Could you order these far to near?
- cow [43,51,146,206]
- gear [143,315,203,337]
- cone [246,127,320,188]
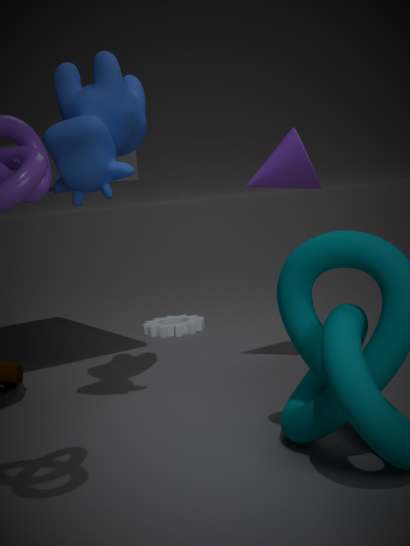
gear [143,315,203,337] < cone [246,127,320,188] < cow [43,51,146,206]
